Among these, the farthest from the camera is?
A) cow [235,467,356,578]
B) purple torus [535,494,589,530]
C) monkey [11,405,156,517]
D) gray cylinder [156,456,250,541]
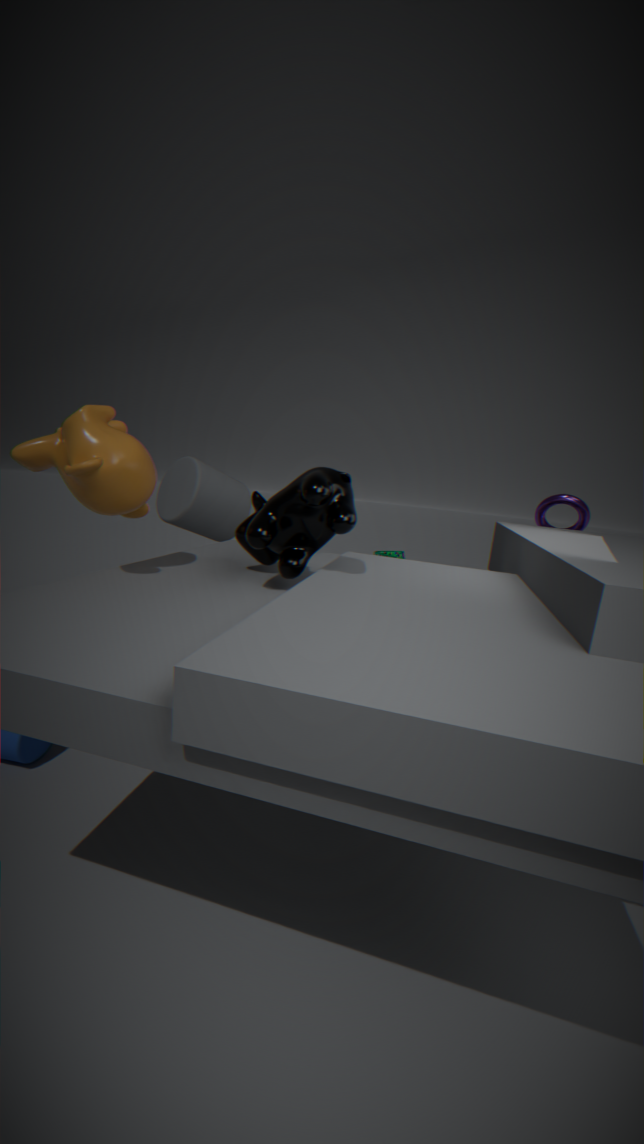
purple torus [535,494,589,530]
